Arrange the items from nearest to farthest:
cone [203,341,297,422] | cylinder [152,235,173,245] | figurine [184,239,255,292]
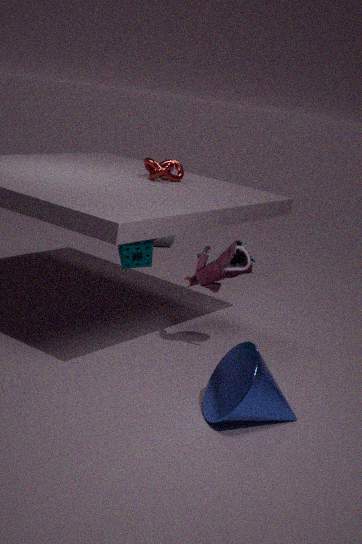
cone [203,341,297,422] < figurine [184,239,255,292] < cylinder [152,235,173,245]
